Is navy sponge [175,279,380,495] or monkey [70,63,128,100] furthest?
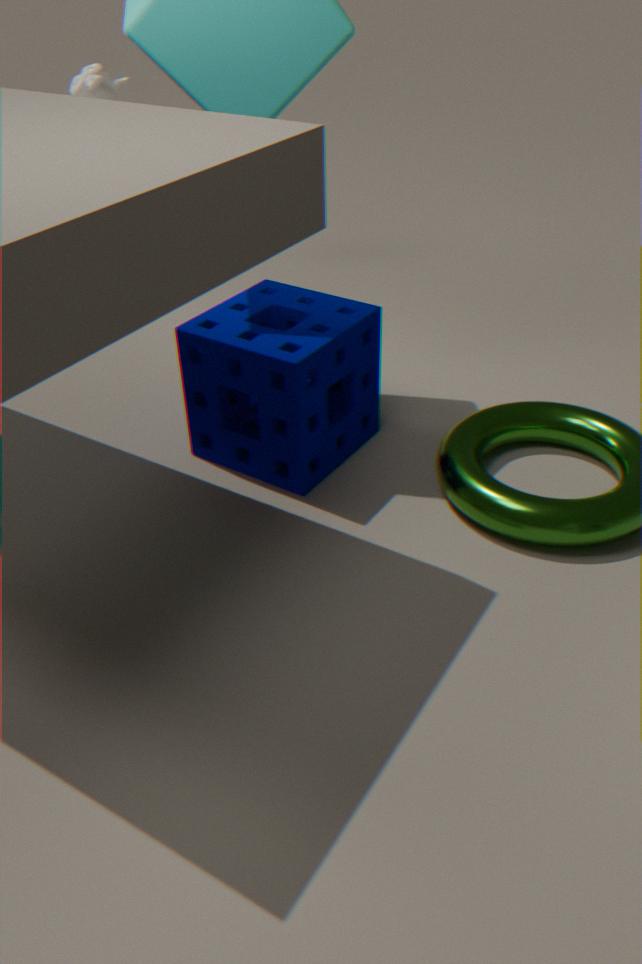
monkey [70,63,128,100]
